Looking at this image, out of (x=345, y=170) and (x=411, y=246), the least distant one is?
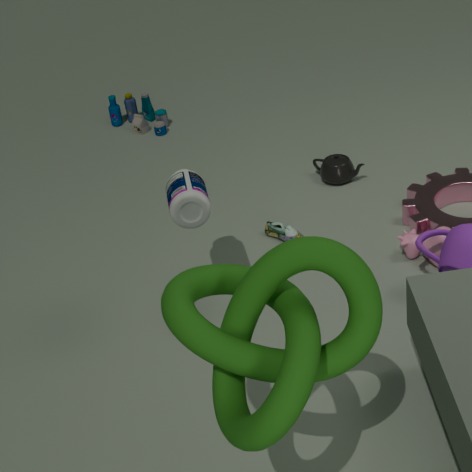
(x=411, y=246)
